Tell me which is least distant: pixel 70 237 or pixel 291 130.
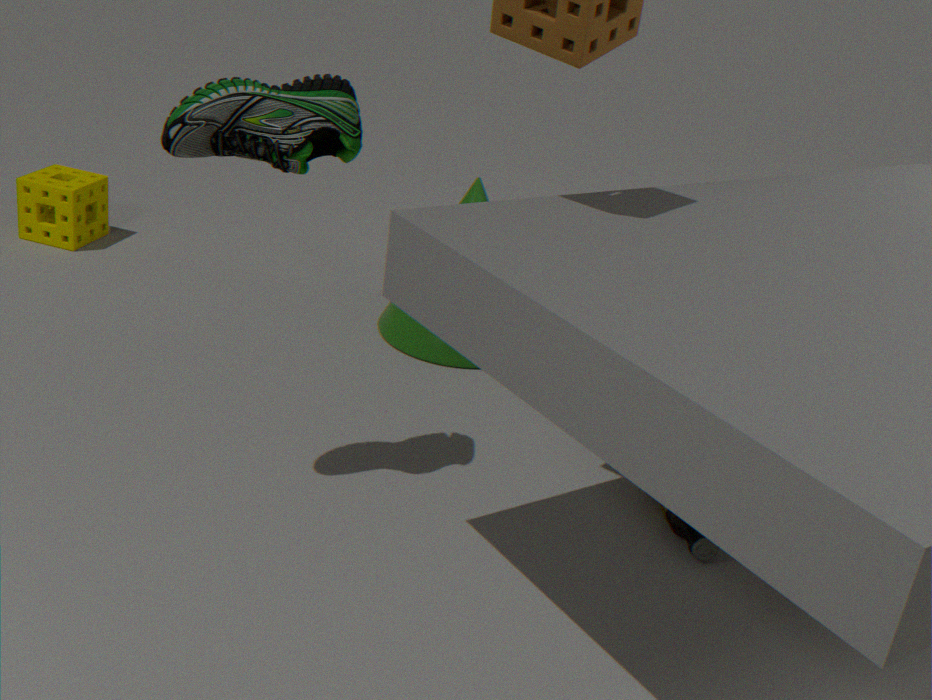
pixel 291 130
